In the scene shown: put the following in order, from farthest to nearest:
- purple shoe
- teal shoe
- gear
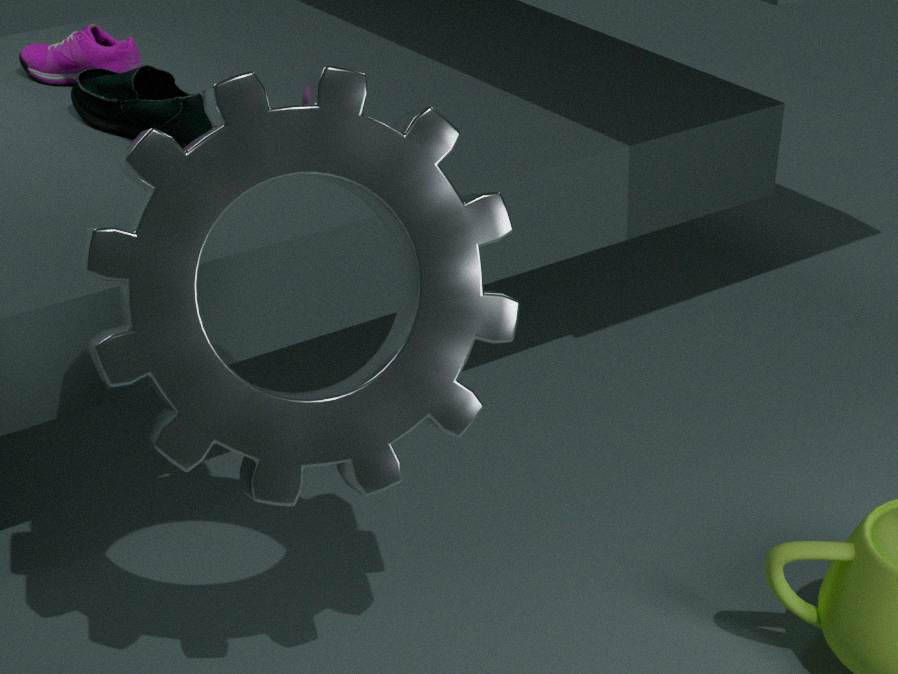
purple shoe
teal shoe
gear
